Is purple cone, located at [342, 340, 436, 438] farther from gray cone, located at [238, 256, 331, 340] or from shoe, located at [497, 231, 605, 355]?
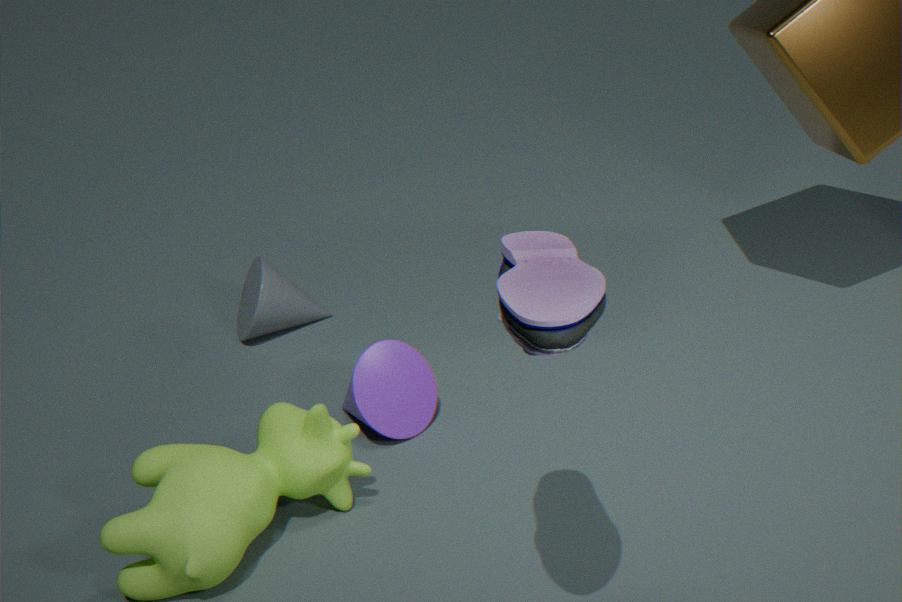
shoe, located at [497, 231, 605, 355]
